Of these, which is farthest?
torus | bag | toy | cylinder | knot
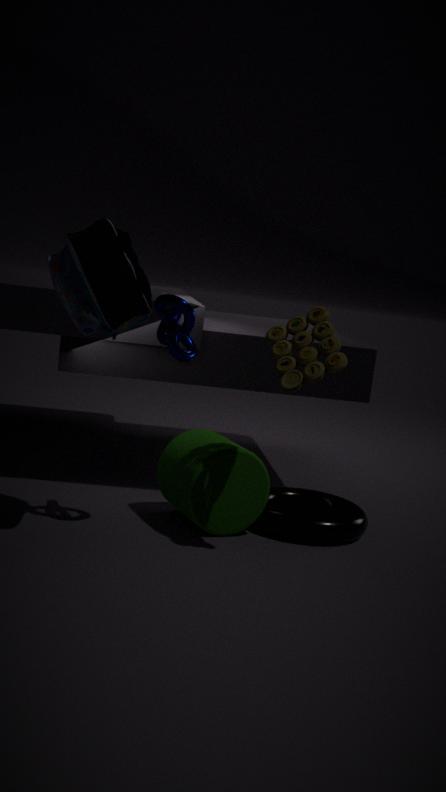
torus
